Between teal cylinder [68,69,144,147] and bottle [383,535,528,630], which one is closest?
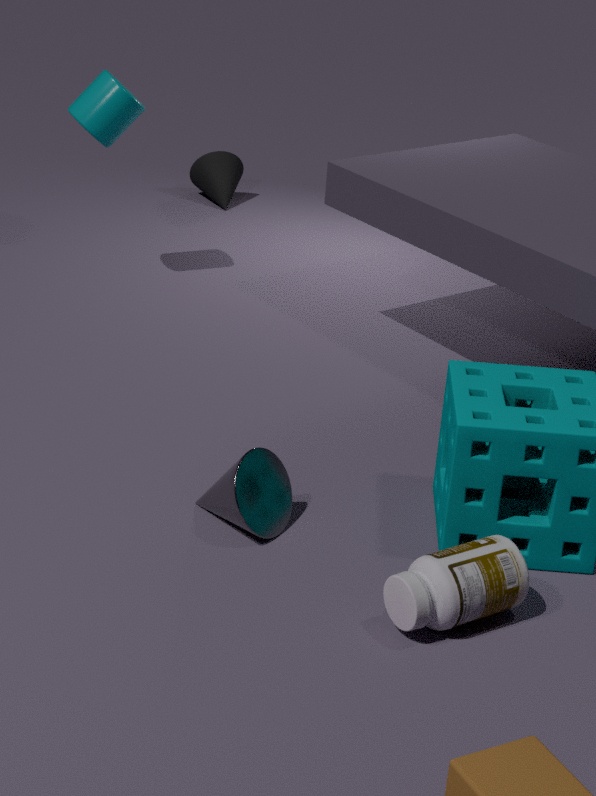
bottle [383,535,528,630]
